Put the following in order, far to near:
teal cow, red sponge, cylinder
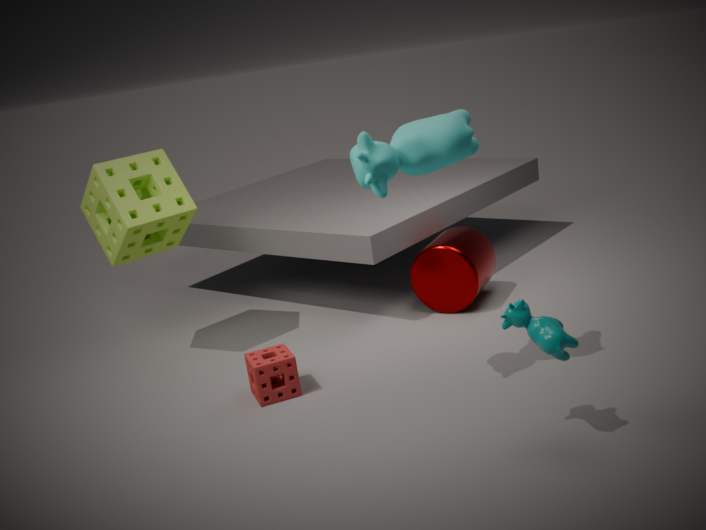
cylinder < red sponge < teal cow
